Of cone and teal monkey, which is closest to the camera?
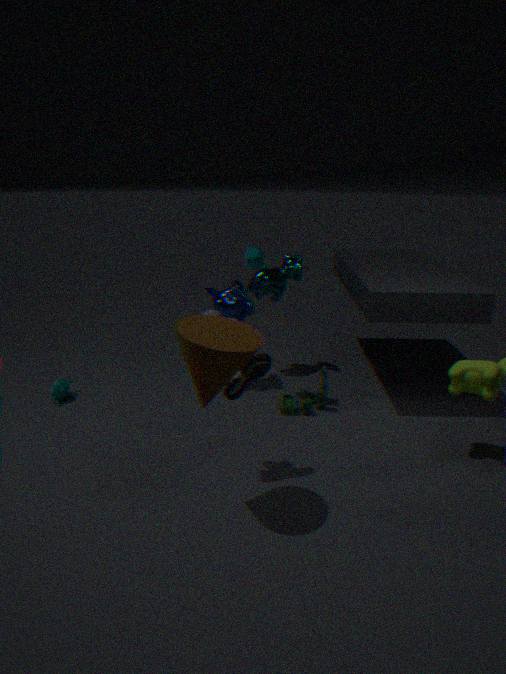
cone
